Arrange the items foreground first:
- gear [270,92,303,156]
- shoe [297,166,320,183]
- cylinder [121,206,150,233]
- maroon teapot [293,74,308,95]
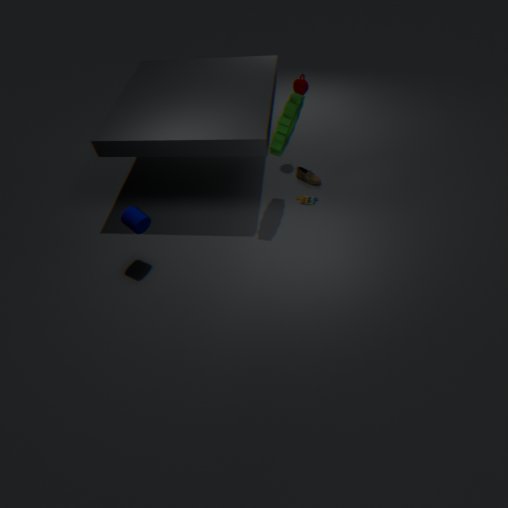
gear [270,92,303,156] → cylinder [121,206,150,233] → maroon teapot [293,74,308,95] → shoe [297,166,320,183]
